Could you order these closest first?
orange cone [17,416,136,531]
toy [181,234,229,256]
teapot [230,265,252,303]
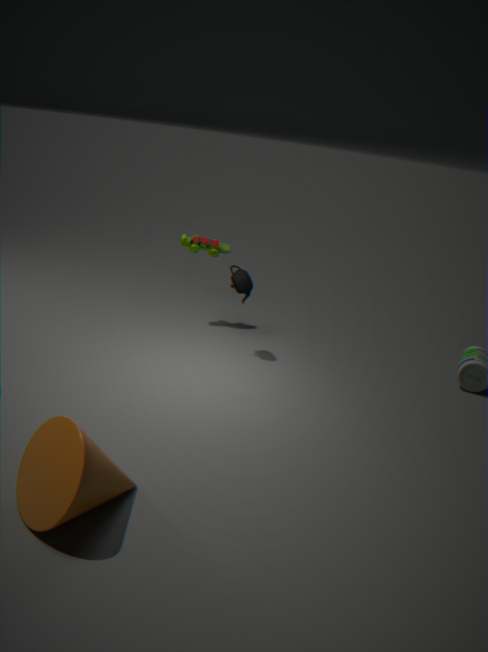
1. orange cone [17,416,136,531]
2. teapot [230,265,252,303]
3. toy [181,234,229,256]
